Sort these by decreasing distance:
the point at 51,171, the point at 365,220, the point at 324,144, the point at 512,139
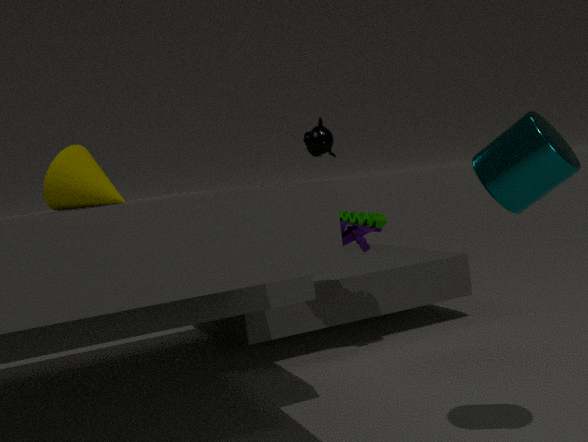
the point at 324,144
the point at 365,220
the point at 51,171
the point at 512,139
